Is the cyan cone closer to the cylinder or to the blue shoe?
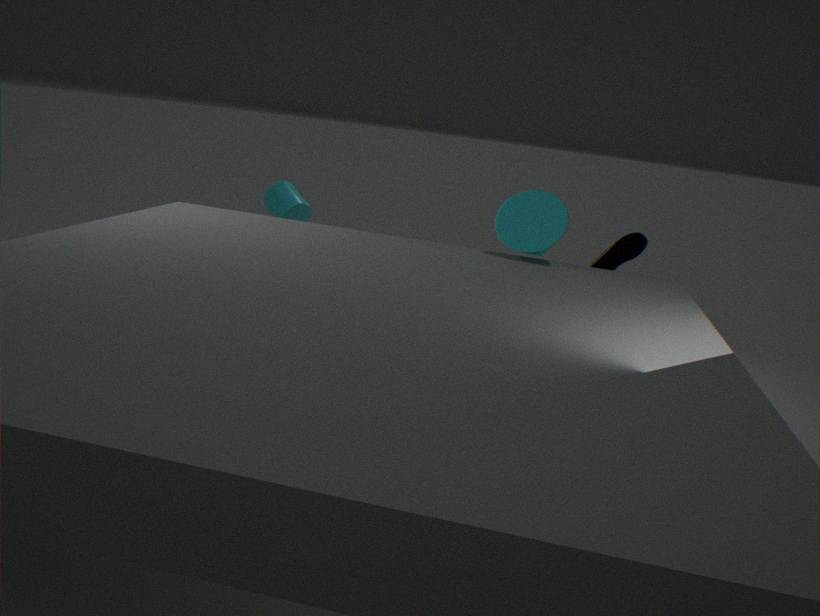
the blue shoe
